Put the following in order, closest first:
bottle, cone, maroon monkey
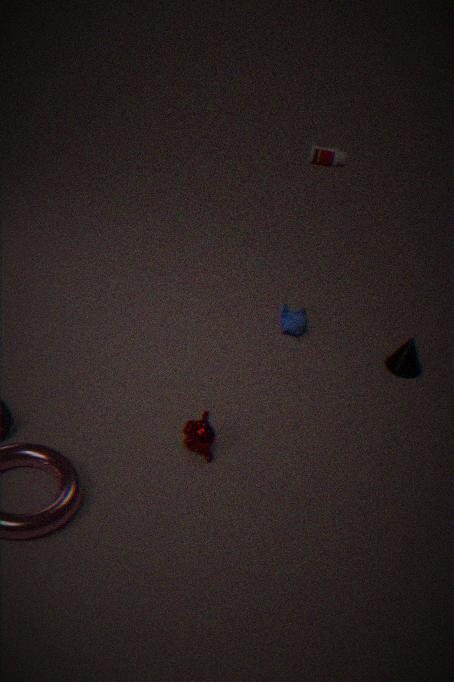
maroon monkey < cone < bottle
